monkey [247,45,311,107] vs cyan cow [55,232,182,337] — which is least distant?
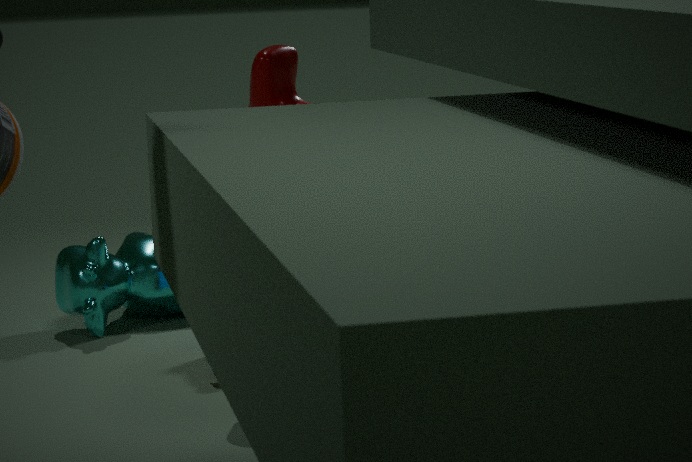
monkey [247,45,311,107]
